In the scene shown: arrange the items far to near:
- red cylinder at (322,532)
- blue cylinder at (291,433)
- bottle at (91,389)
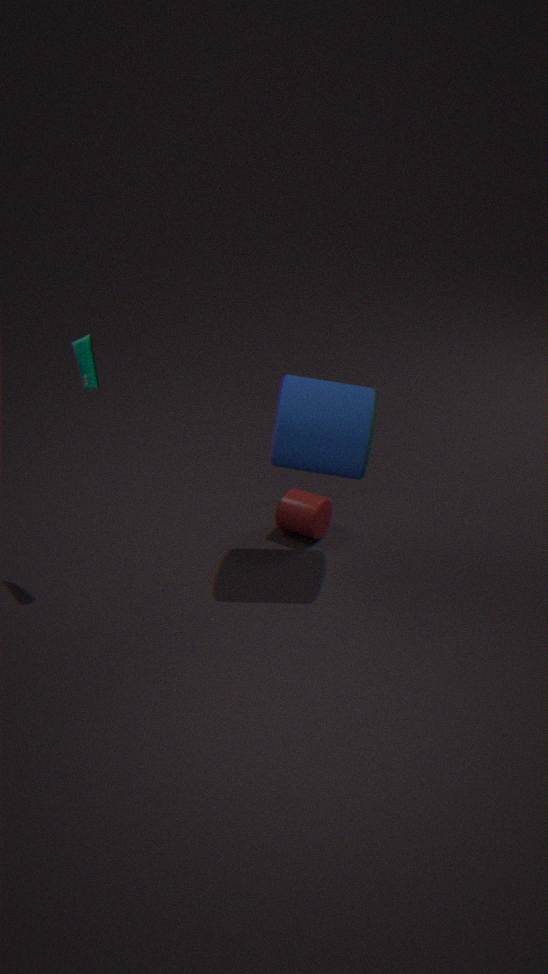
red cylinder at (322,532) → blue cylinder at (291,433) → bottle at (91,389)
